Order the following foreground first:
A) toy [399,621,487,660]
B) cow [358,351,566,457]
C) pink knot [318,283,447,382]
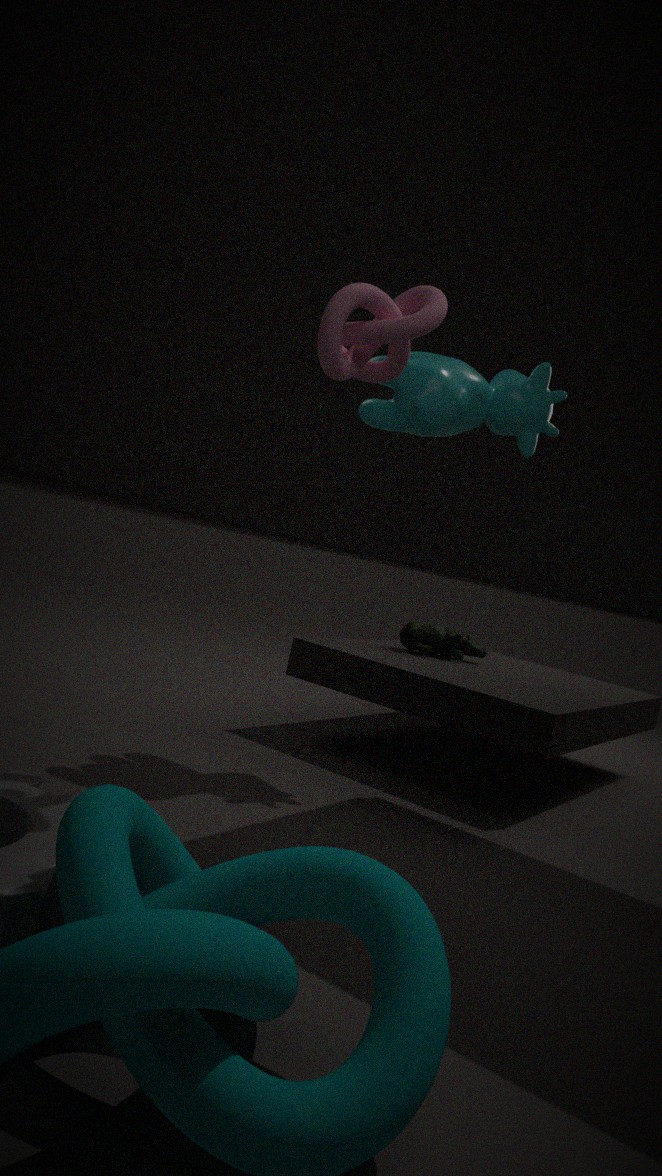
pink knot [318,283,447,382] < cow [358,351,566,457] < toy [399,621,487,660]
